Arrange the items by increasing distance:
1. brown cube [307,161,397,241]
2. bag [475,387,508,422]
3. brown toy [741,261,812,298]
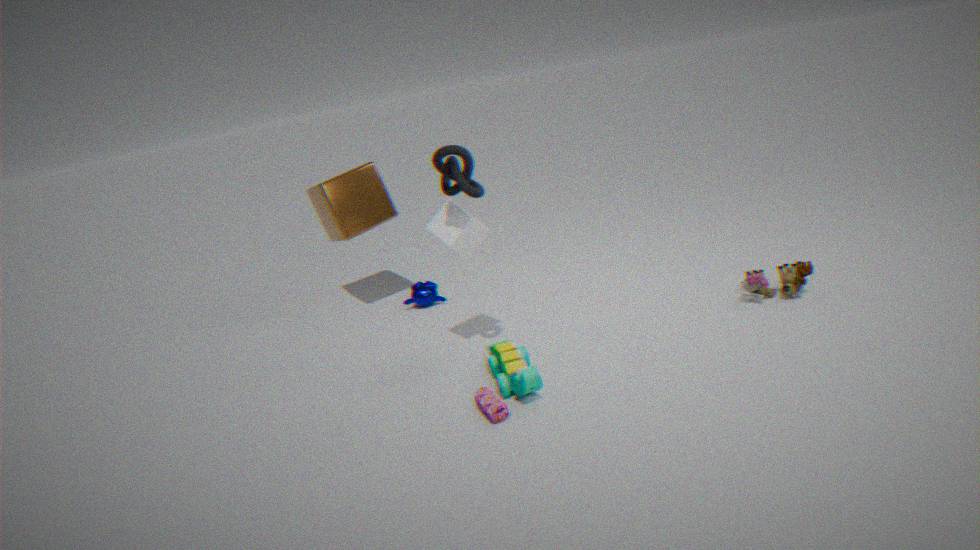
1. bag [475,387,508,422]
2. brown toy [741,261,812,298]
3. brown cube [307,161,397,241]
